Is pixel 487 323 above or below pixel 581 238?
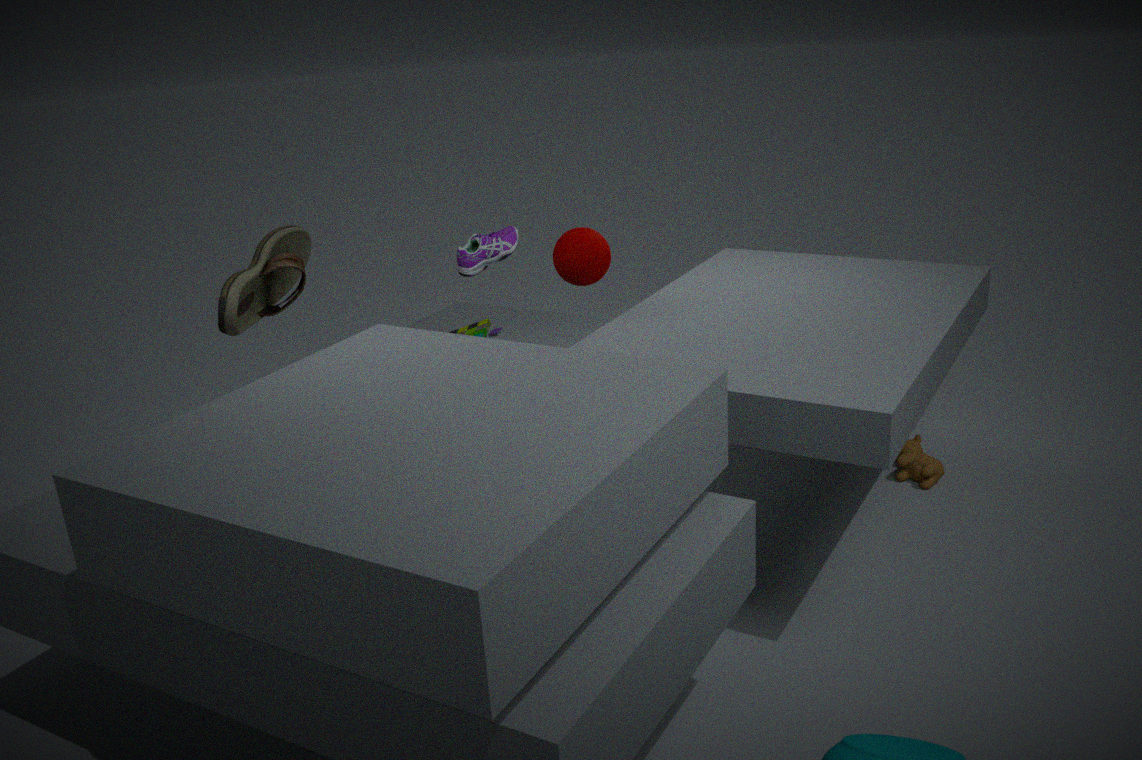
below
